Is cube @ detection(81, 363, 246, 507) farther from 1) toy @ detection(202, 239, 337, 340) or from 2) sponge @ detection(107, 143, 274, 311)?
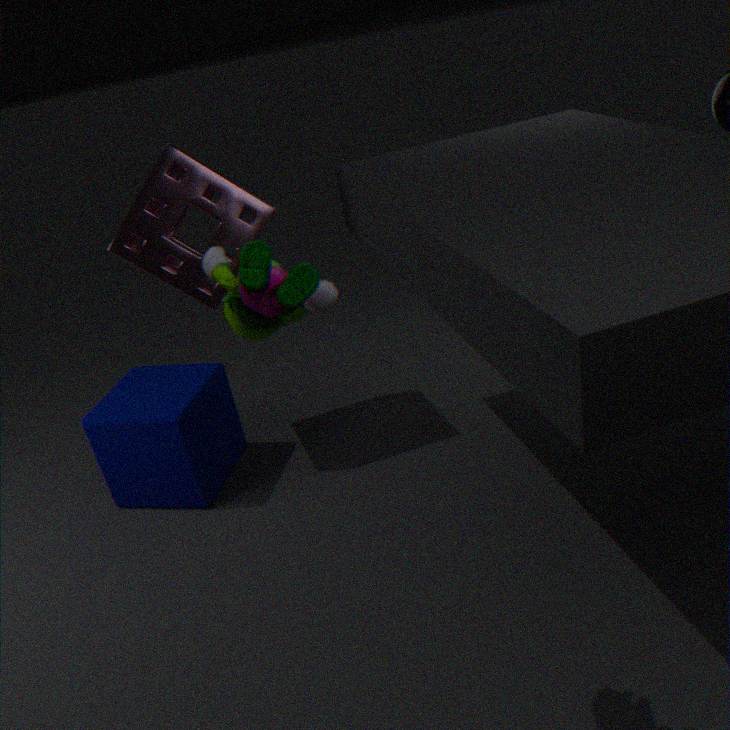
1) toy @ detection(202, 239, 337, 340)
